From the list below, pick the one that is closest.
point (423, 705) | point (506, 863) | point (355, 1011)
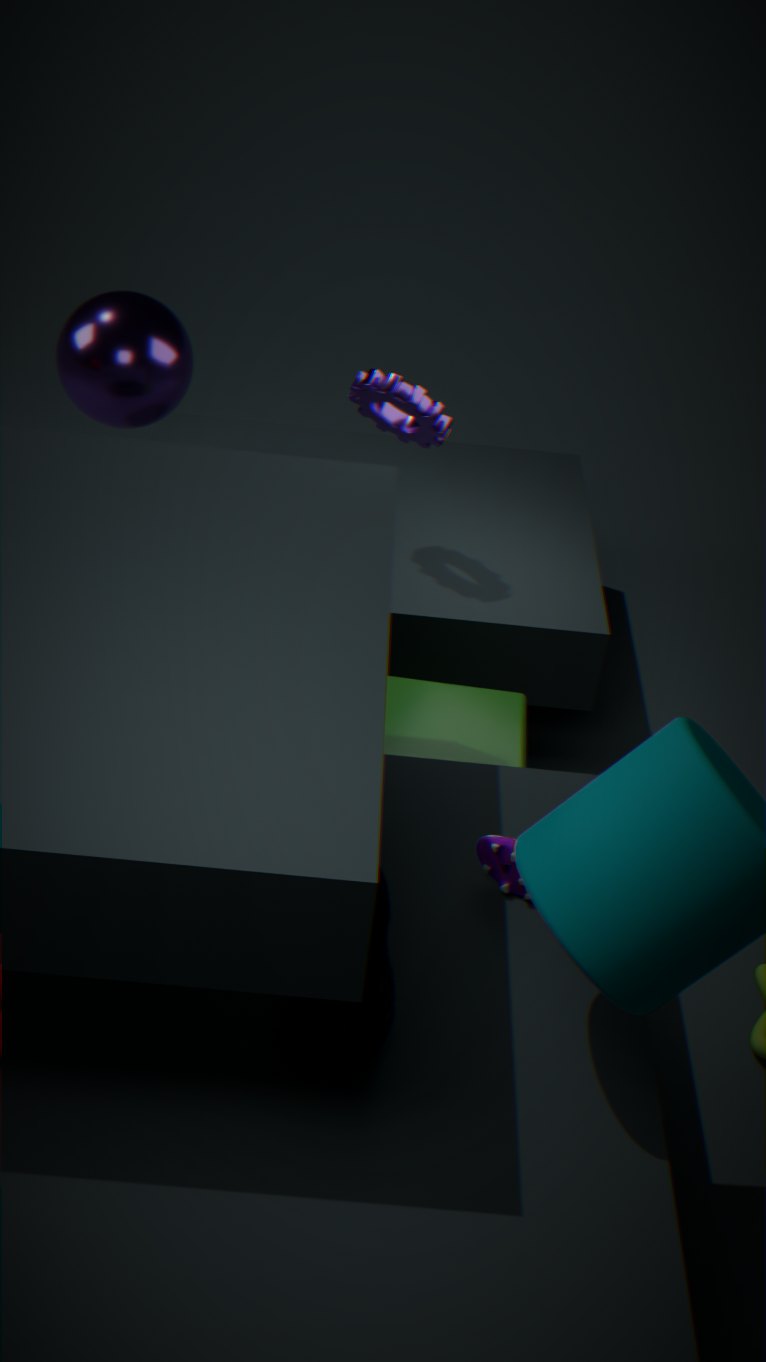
point (355, 1011)
